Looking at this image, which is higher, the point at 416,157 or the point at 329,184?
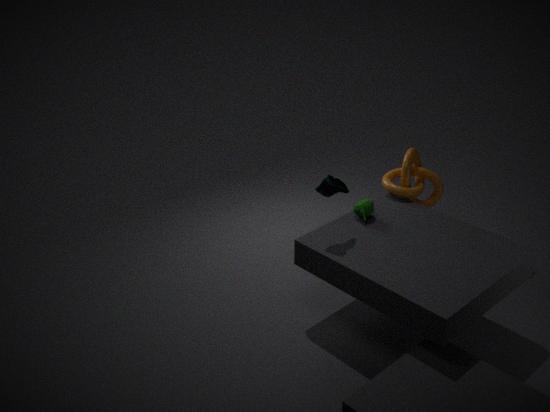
the point at 329,184
